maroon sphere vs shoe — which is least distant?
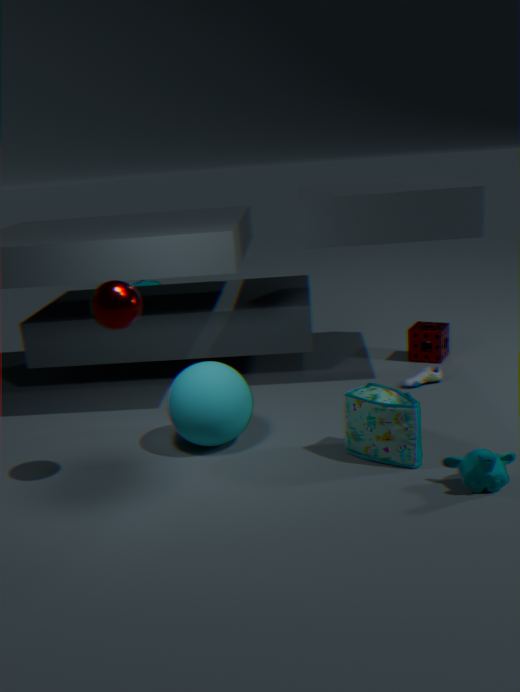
maroon sphere
